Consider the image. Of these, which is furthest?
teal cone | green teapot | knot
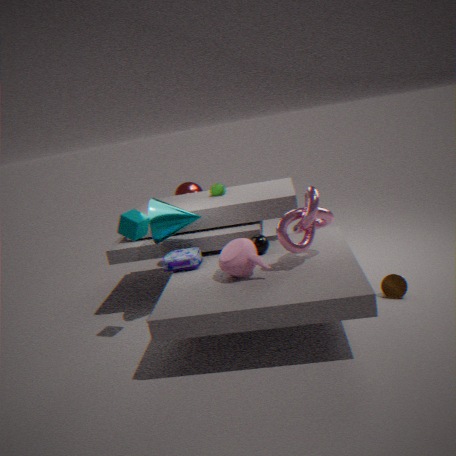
green teapot
